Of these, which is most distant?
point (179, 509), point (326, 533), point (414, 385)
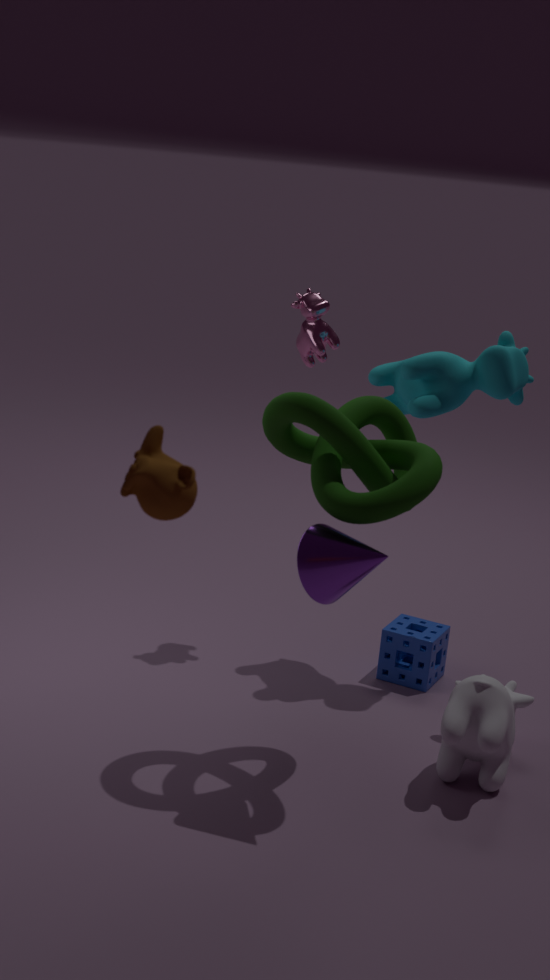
point (414, 385)
